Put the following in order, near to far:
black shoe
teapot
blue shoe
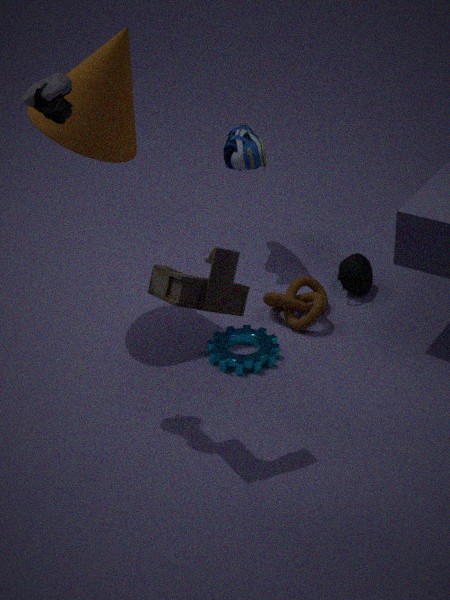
black shoe, teapot, blue shoe
